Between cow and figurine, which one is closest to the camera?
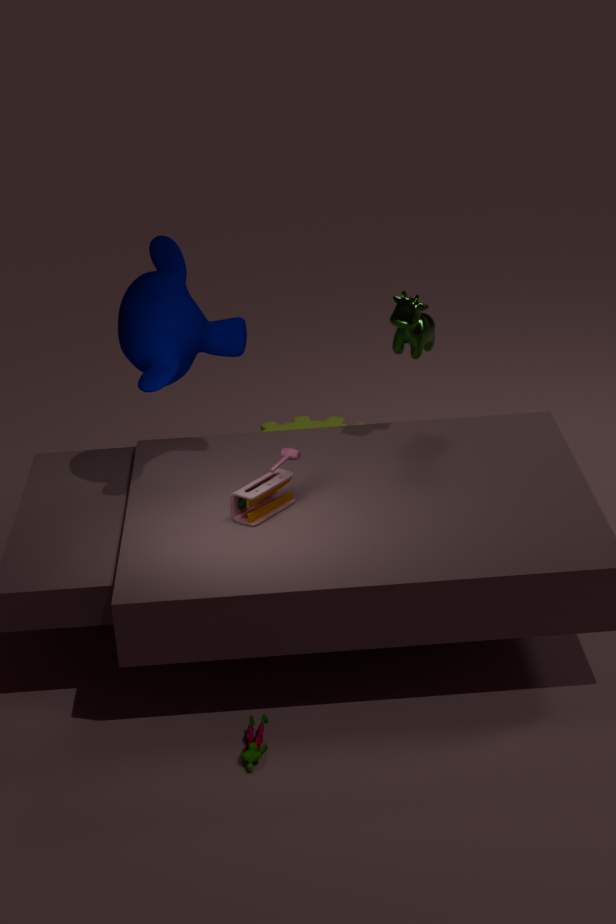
figurine
